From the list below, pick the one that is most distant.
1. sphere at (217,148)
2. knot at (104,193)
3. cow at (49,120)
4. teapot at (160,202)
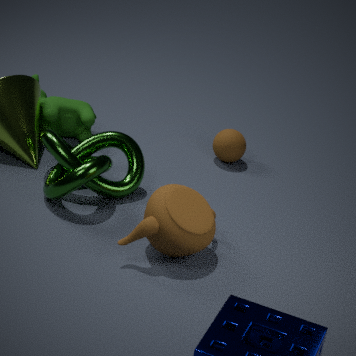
sphere at (217,148)
